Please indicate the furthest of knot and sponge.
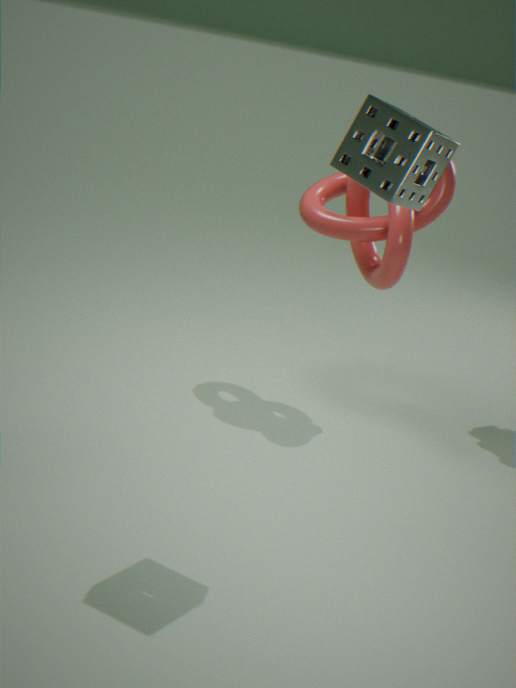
knot
